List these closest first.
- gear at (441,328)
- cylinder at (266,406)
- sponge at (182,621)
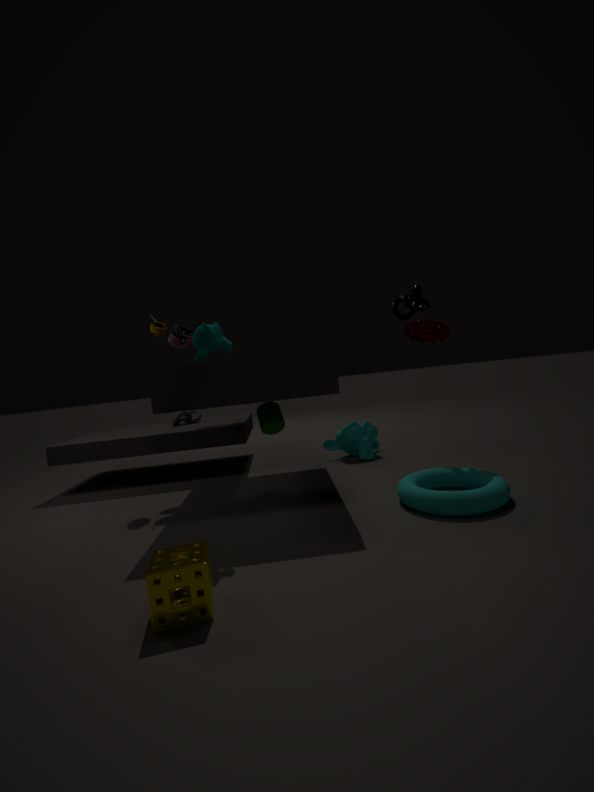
sponge at (182,621), gear at (441,328), cylinder at (266,406)
